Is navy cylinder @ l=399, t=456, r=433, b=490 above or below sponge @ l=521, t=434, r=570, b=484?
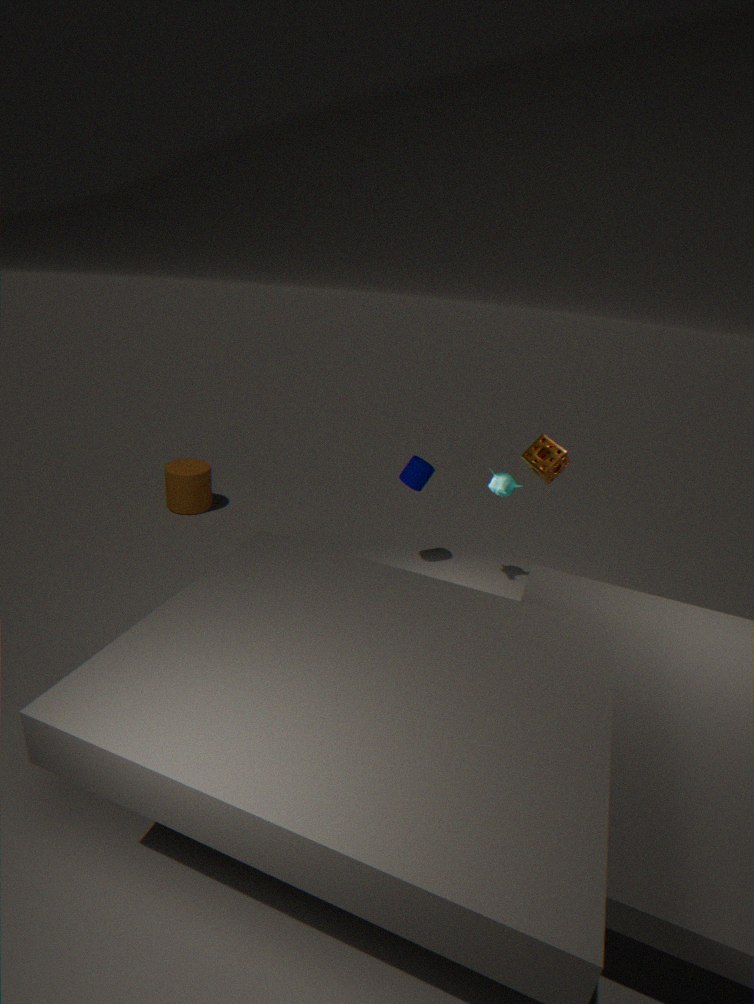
below
